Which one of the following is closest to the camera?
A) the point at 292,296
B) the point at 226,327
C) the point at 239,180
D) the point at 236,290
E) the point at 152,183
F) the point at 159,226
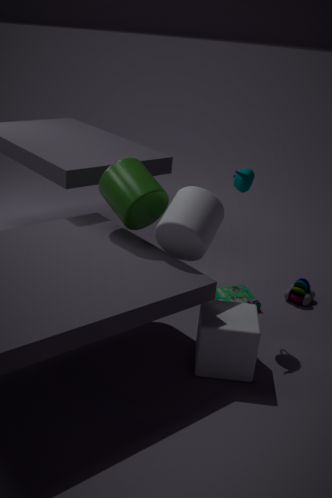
the point at 226,327
